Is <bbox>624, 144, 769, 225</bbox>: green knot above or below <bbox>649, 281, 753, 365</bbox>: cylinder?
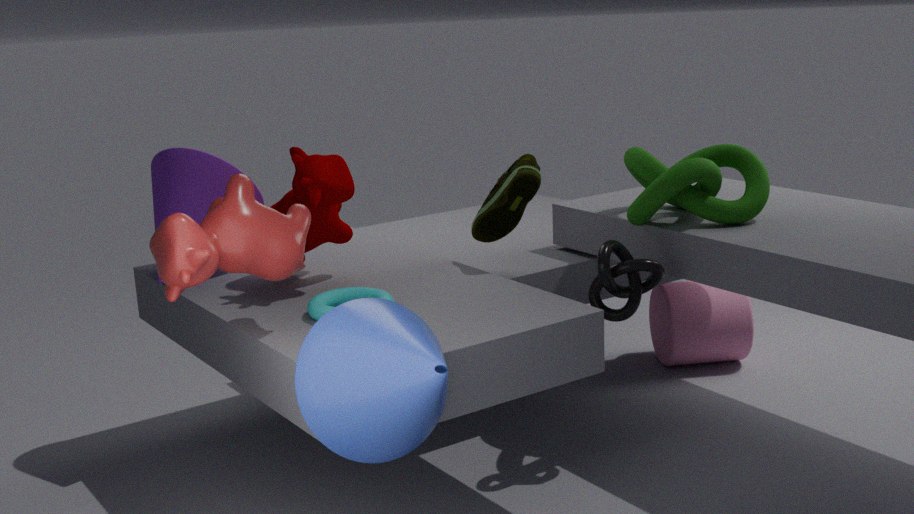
above
